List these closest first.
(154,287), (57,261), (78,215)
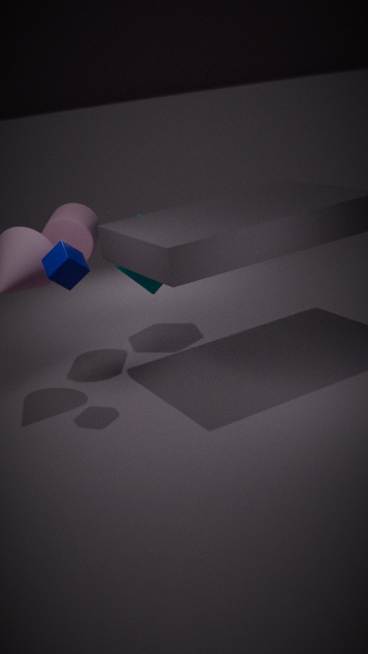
1. (57,261)
2. (78,215)
3. (154,287)
